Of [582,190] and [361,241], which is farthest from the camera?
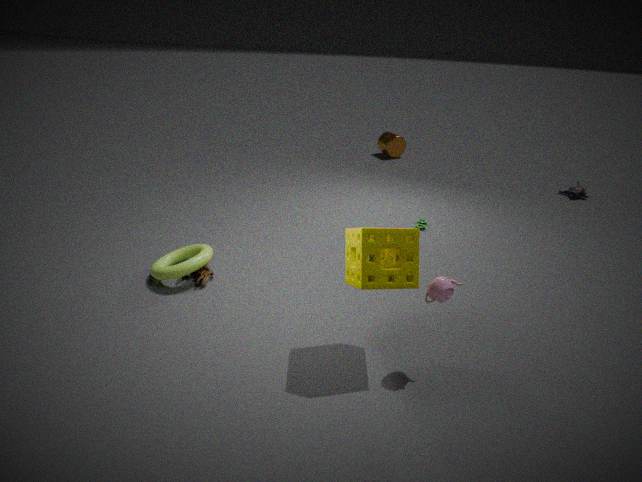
[582,190]
